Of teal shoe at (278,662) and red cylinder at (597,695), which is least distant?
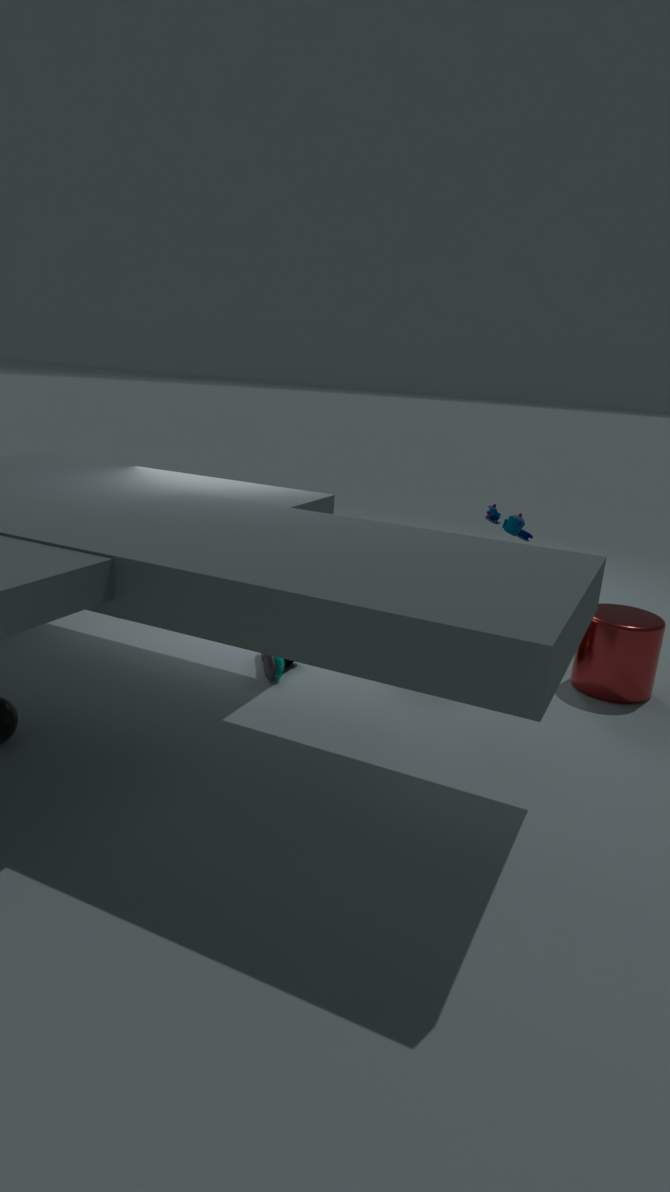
red cylinder at (597,695)
